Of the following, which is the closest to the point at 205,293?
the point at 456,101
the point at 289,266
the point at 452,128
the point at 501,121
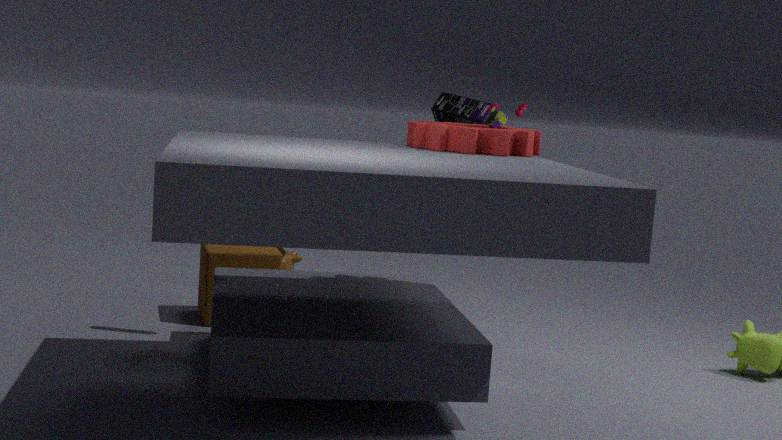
the point at 289,266
